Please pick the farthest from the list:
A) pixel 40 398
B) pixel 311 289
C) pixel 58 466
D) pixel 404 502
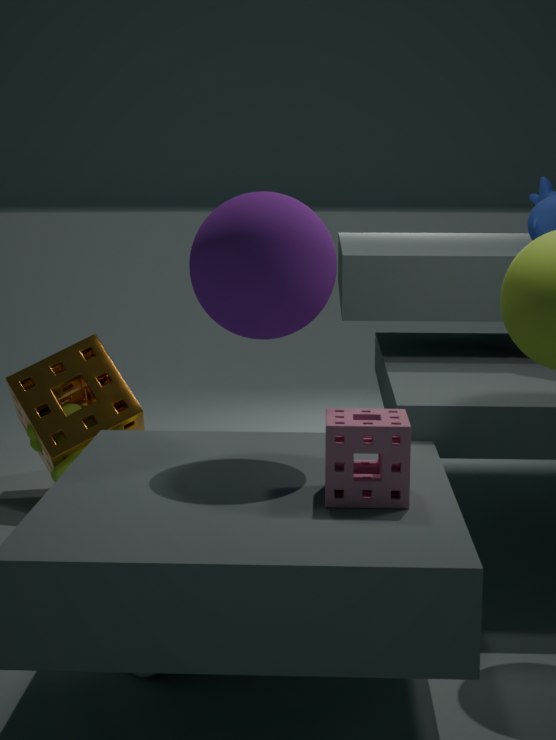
pixel 40 398
